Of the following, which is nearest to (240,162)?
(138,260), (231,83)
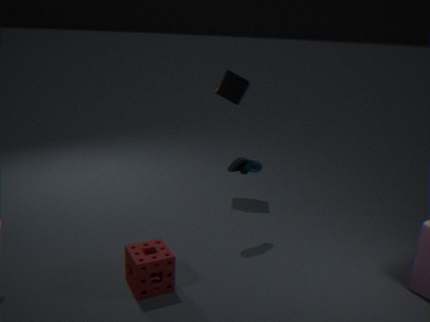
(138,260)
